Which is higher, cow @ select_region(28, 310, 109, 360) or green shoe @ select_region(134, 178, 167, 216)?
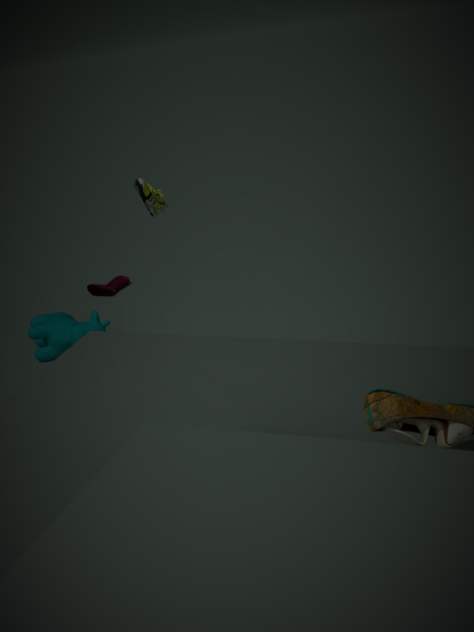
green shoe @ select_region(134, 178, 167, 216)
